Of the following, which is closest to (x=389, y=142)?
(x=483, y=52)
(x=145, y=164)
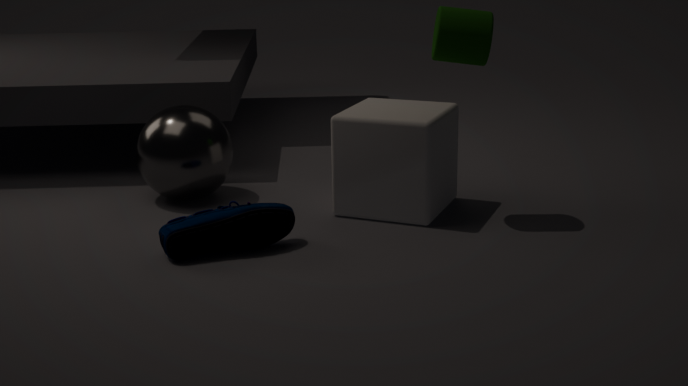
(x=483, y=52)
